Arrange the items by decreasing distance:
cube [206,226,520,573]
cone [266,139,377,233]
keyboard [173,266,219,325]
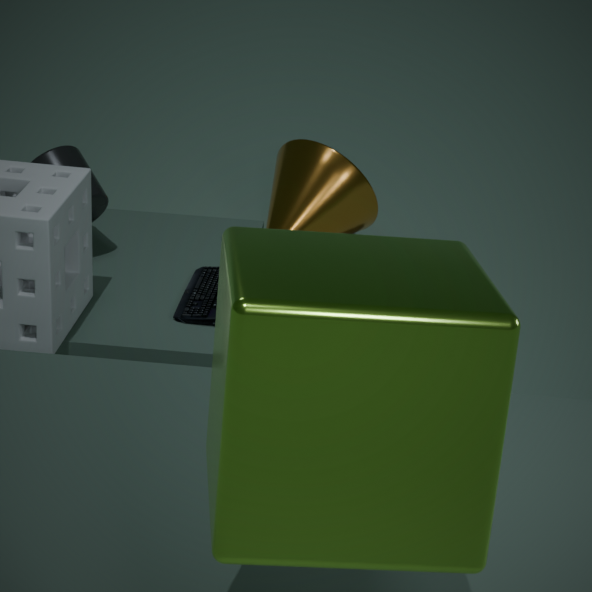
cone [266,139,377,233] → keyboard [173,266,219,325] → cube [206,226,520,573]
